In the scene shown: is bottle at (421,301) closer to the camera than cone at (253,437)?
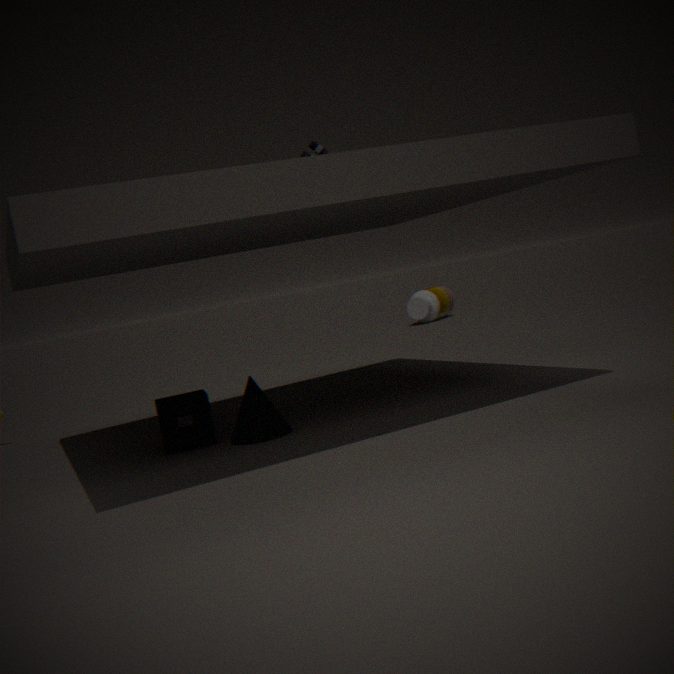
No
